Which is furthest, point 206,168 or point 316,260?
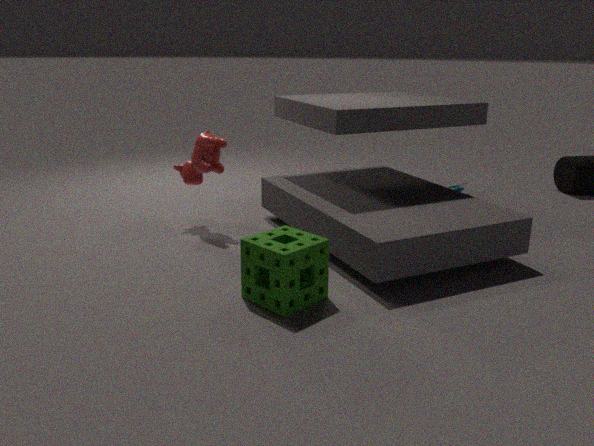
point 206,168
